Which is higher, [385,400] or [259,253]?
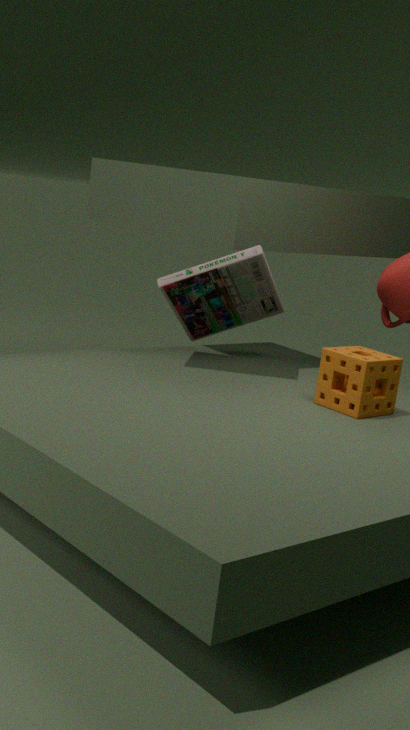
[259,253]
